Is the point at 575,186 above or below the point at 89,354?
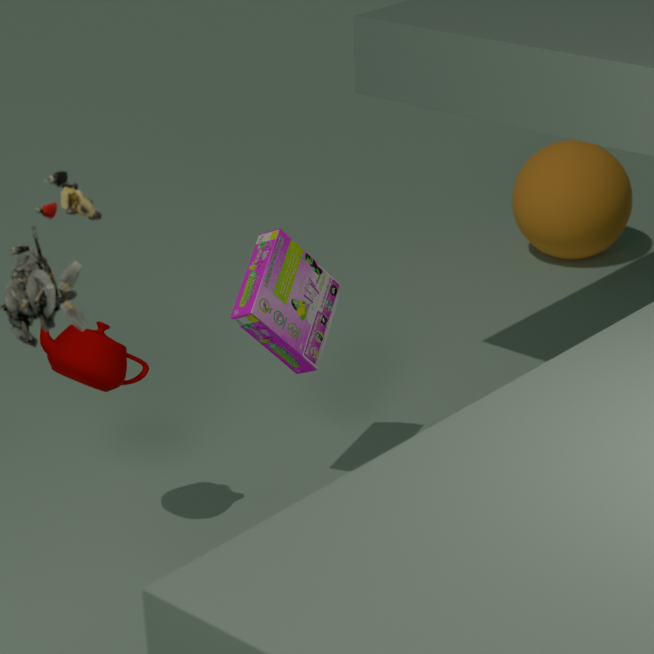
below
